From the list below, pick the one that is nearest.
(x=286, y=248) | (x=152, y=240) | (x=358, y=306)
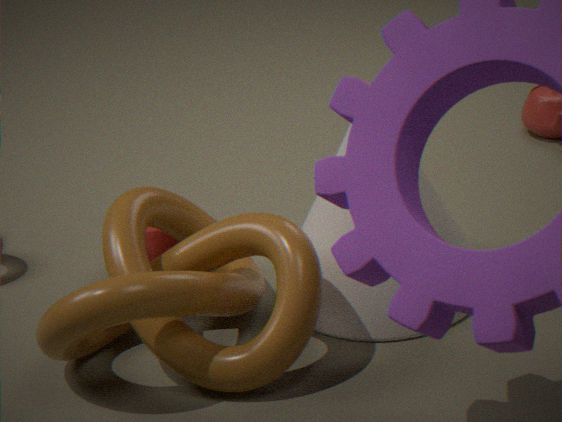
(x=286, y=248)
